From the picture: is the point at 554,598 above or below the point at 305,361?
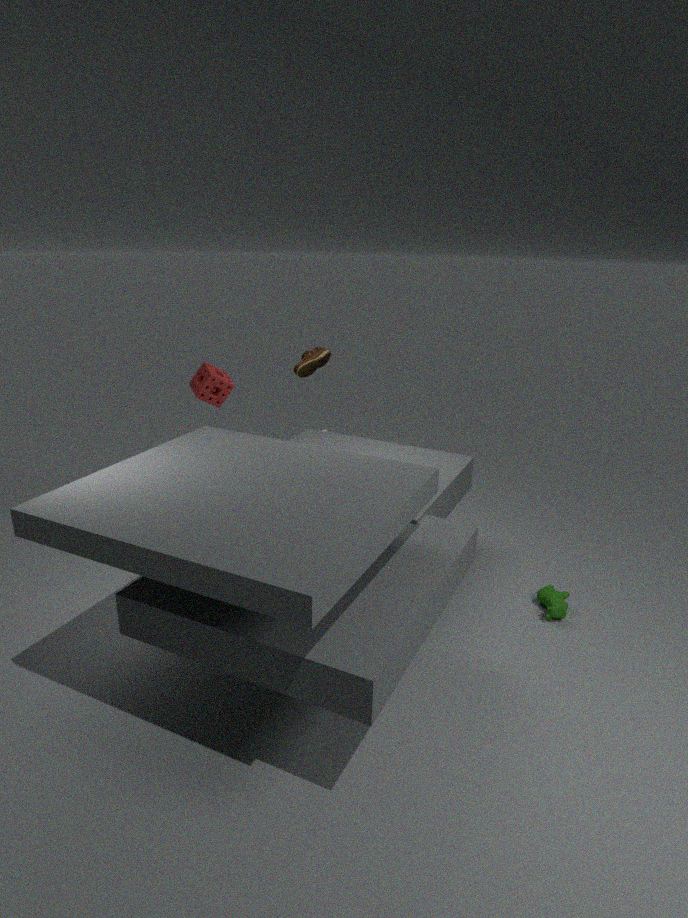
below
